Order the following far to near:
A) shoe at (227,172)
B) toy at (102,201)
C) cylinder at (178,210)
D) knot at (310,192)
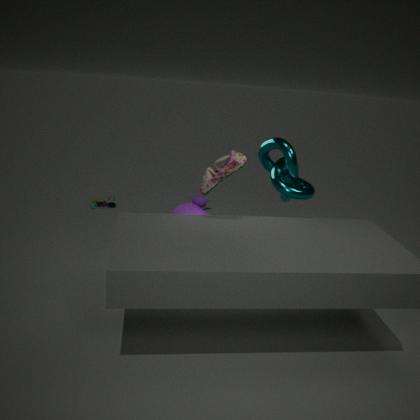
toy at (102,201)
cylinder at (178,210)
knot at (310,192)
shoe at (227,172)
